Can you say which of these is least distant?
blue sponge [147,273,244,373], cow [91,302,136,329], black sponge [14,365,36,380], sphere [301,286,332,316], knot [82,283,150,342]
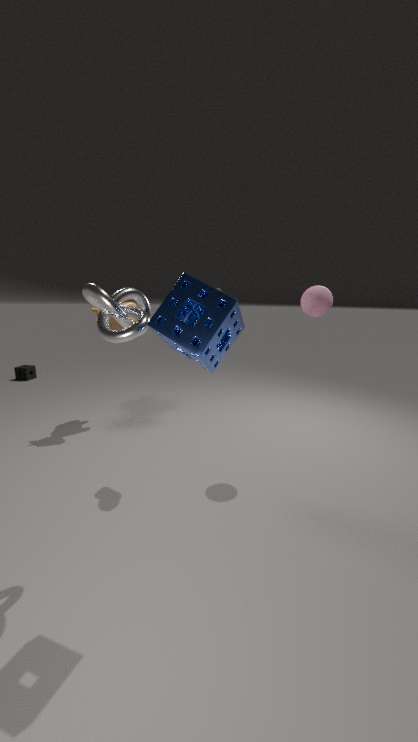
blue sponge [147,273,244,373]
